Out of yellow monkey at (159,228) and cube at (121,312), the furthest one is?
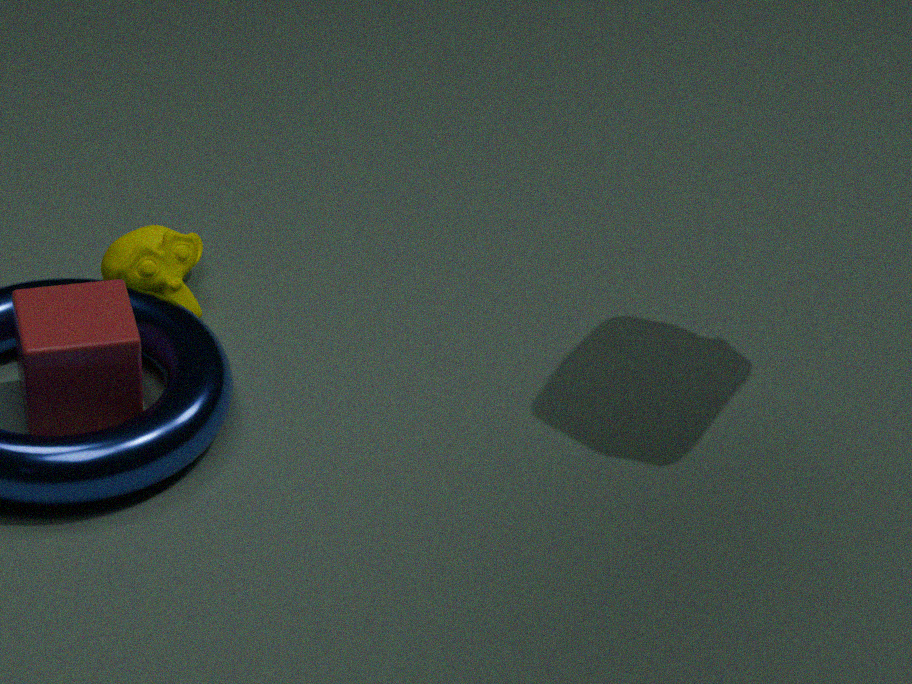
yellow monkey at (159,228)
